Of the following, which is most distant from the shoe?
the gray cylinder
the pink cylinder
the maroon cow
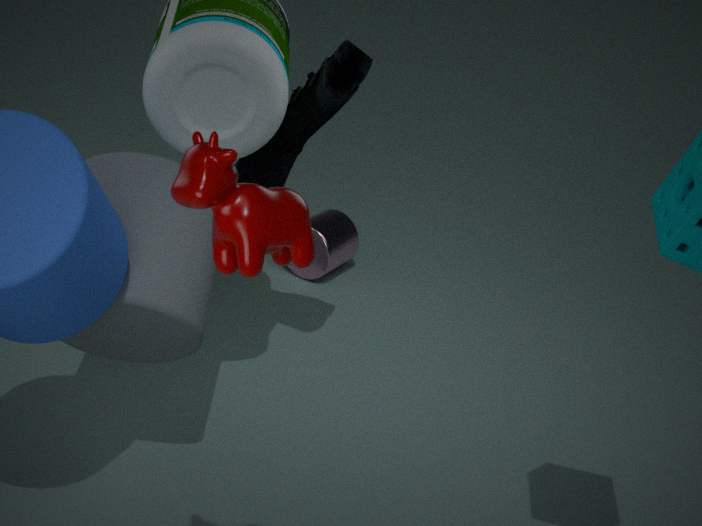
the maroon cow
